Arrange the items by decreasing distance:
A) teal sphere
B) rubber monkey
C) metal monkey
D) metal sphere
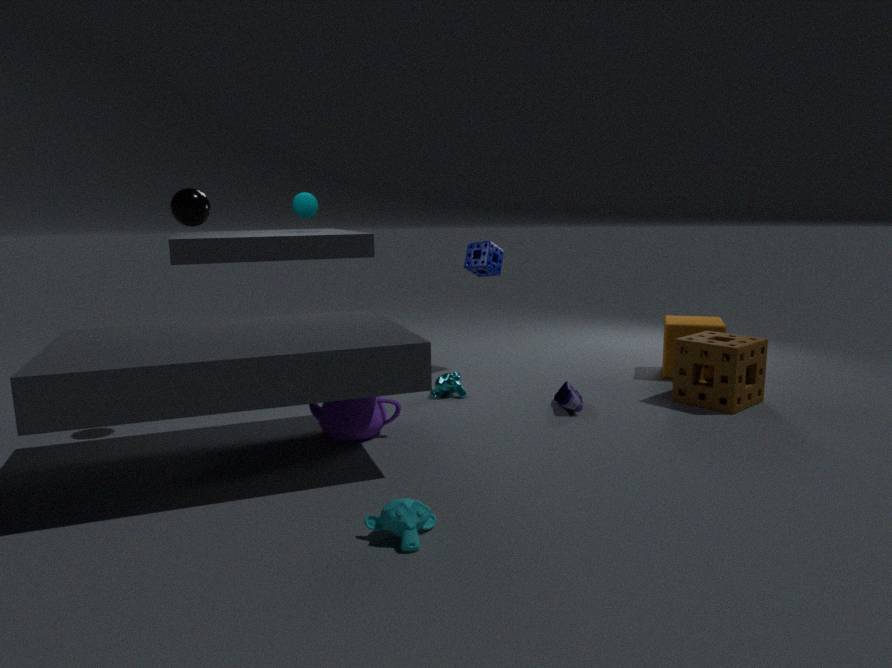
teal sphere < metal monkey < metal sphere < rubber monkey
